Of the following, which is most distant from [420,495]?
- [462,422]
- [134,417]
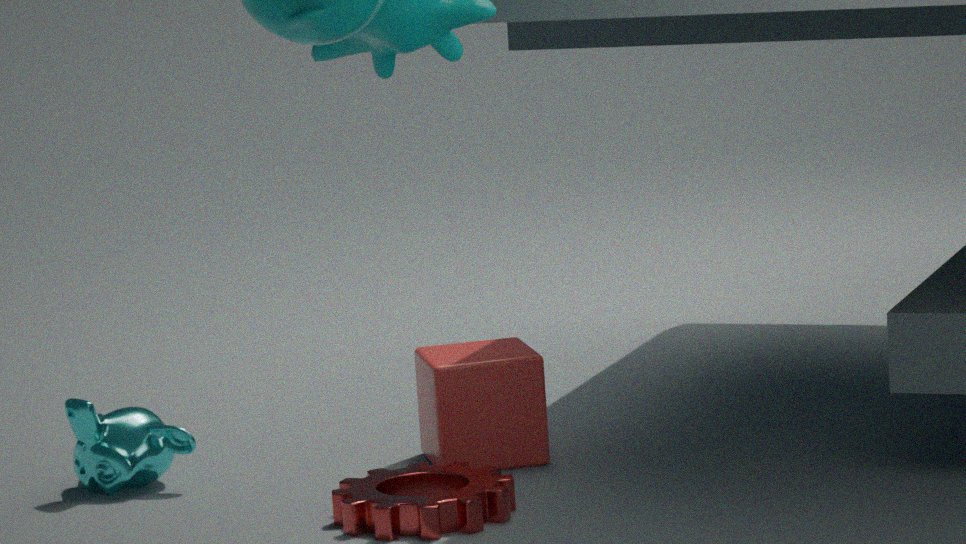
[134,417]
